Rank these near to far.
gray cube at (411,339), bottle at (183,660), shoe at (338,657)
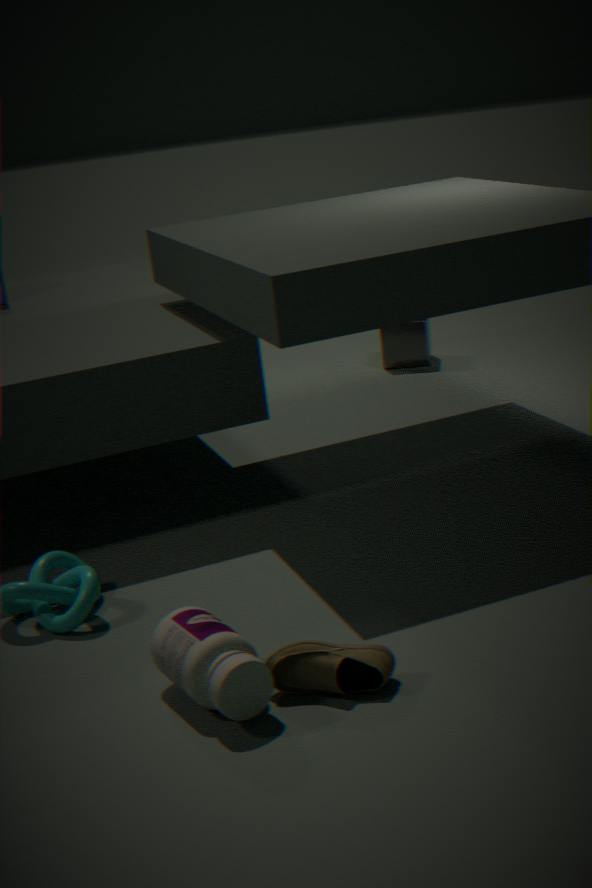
bottle at (183,660), shoe at (338,657), gray cube at (411,339)
